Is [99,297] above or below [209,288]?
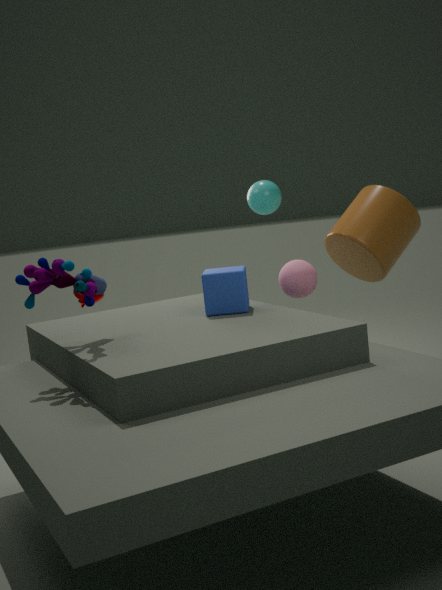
below
